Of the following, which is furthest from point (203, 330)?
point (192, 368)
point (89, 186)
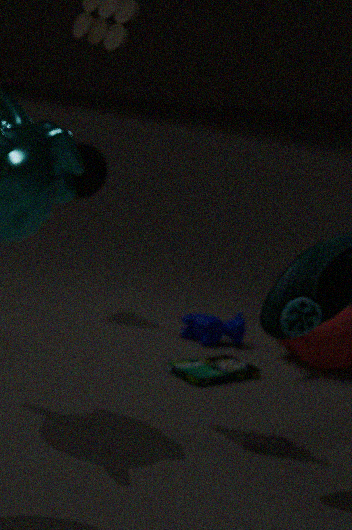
point (89, 186)
